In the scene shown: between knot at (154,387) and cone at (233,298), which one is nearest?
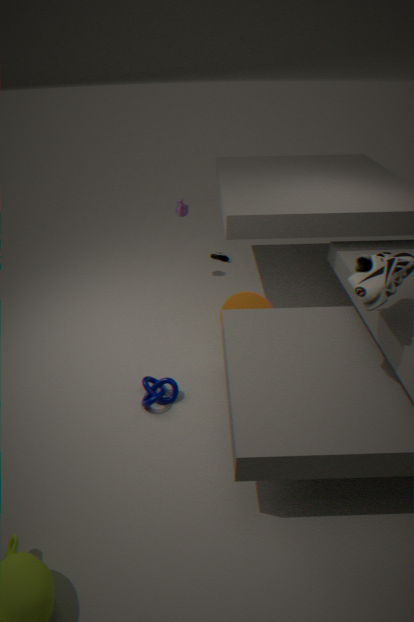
knot at (154,387)
